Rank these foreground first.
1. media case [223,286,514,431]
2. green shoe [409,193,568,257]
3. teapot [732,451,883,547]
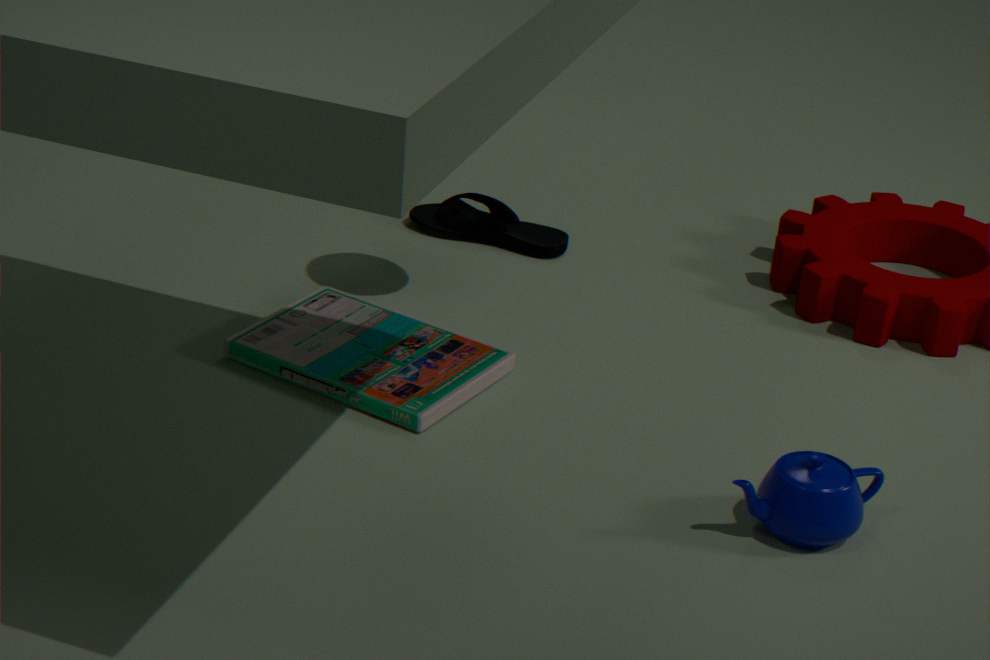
teapot [732,451,883,547] < media case [223,286,514,431] < green shoe [409,193,568,257]
